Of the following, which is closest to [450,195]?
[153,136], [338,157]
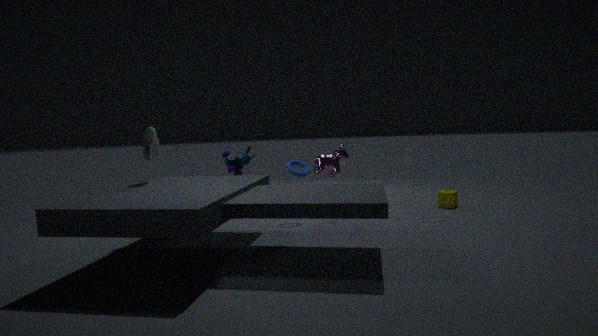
[338,157]
